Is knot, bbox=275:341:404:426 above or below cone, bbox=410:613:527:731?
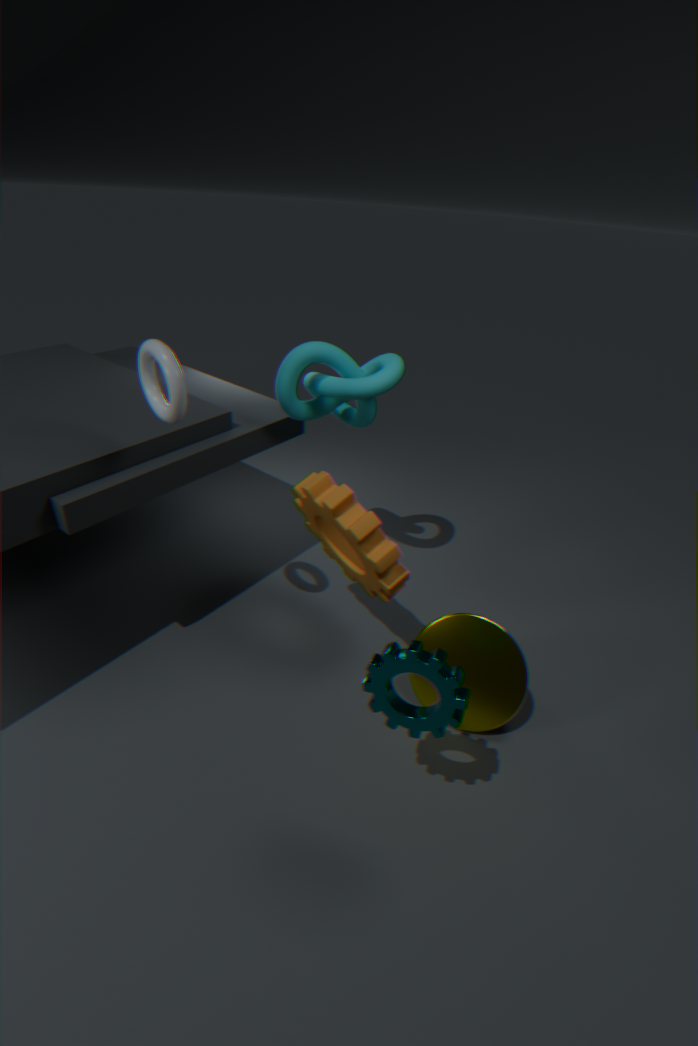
above
